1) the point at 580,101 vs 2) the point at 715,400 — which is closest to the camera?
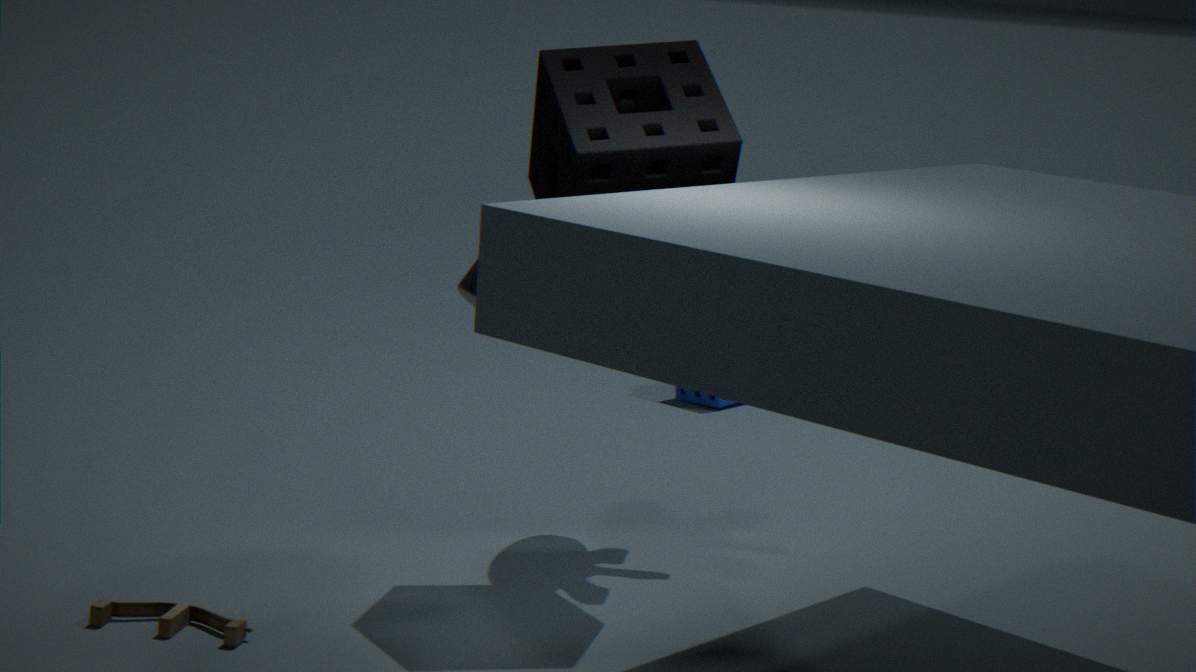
1. the point at 580,101
